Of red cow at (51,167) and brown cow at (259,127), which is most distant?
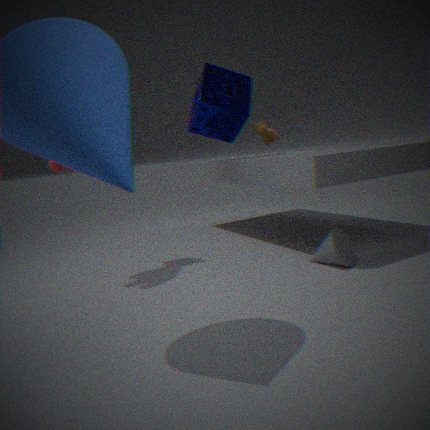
brown cow at (259,127)
